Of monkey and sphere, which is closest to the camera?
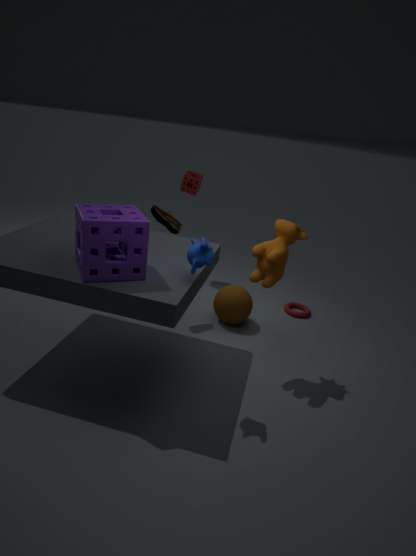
monkey
